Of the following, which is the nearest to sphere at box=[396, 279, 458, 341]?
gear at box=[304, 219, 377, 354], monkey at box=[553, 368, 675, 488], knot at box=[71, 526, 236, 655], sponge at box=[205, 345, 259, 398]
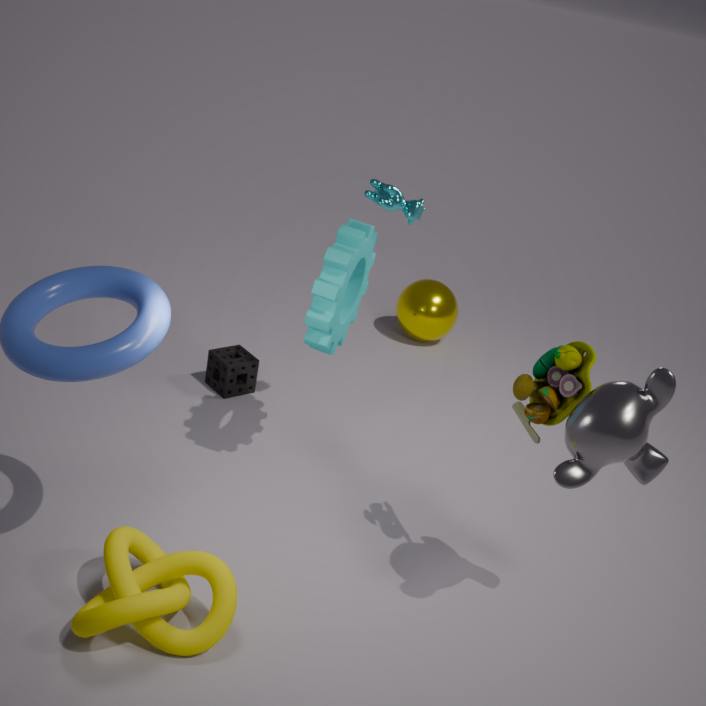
sponge at box=[205, 345, 259, 398]
